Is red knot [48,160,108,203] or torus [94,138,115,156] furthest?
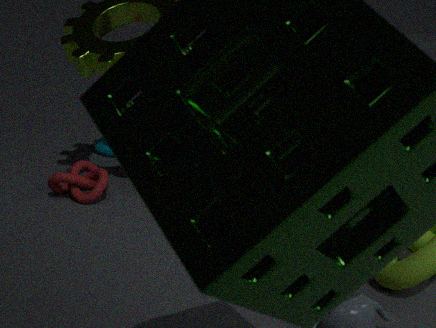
torus [94,138,115,156]
